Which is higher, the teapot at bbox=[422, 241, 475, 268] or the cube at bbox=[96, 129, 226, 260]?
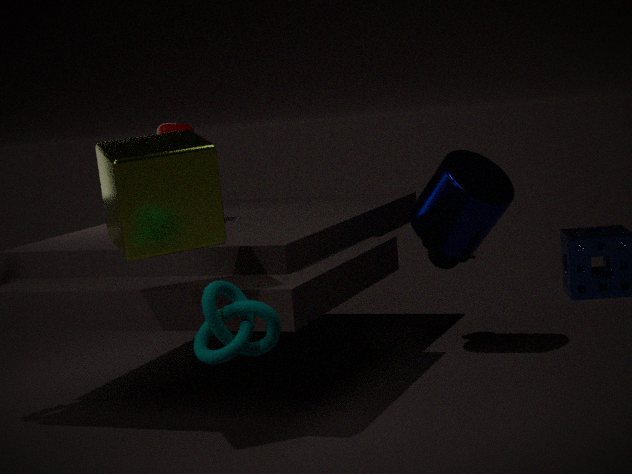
the cube at bbox=[96, 129, 226, 260]
